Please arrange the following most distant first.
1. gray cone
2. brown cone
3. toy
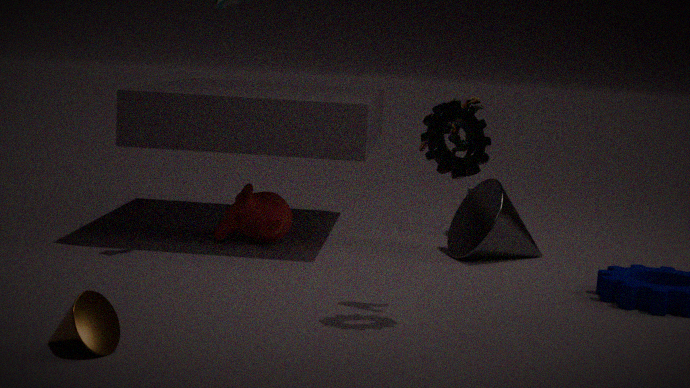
1. gray cone
2. toy
3. brown cone
